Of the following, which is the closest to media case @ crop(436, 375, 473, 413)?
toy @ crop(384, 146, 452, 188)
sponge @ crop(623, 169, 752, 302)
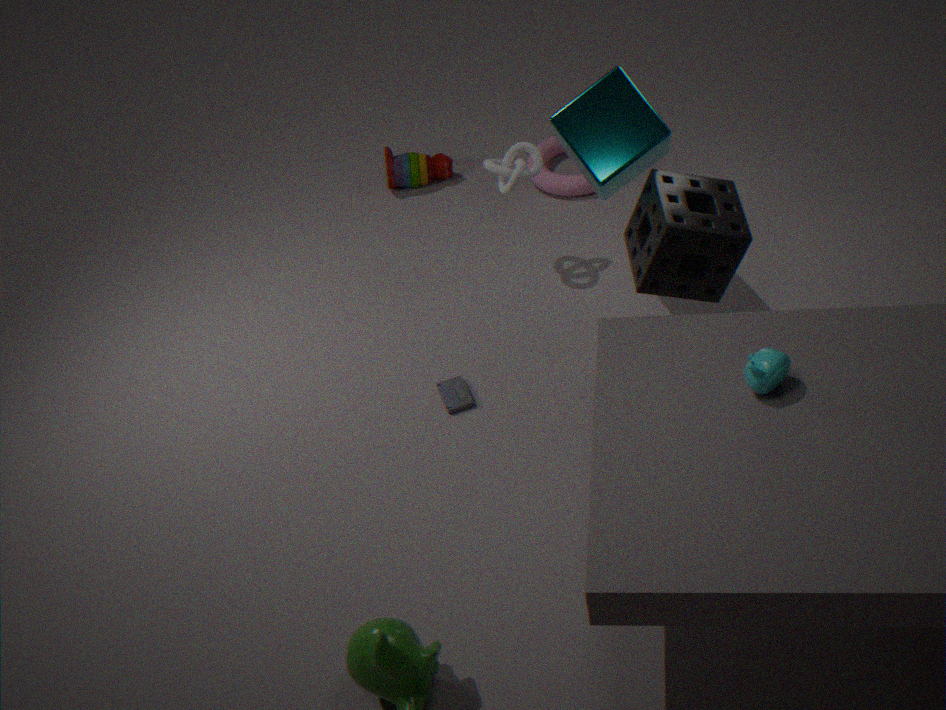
sponge @ crop(623, 169, 752, 302)
